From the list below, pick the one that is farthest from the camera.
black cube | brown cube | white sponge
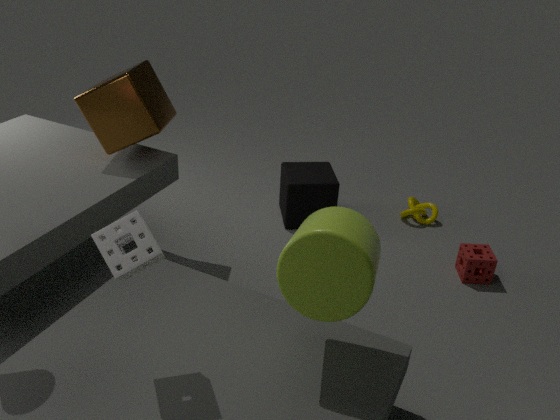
black cube
